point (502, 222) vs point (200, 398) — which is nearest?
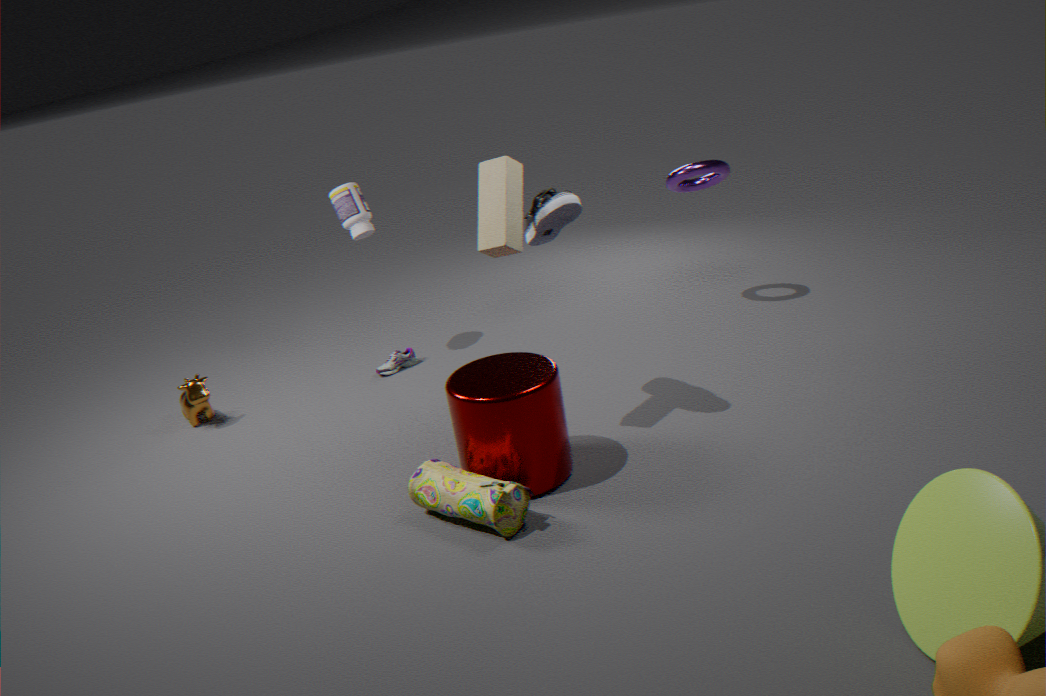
point (502, 222)
